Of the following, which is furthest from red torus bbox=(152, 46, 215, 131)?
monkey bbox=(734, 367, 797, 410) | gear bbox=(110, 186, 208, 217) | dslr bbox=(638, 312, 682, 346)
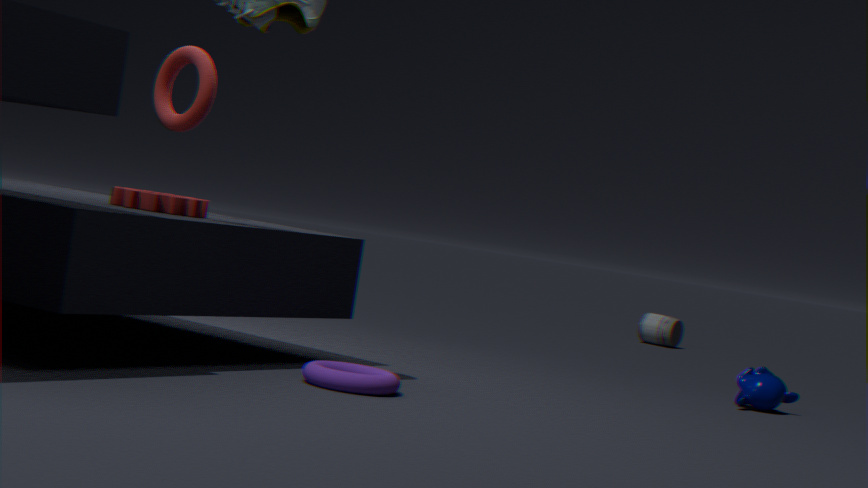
dslr bbox=(638, 312, 682, 346)
